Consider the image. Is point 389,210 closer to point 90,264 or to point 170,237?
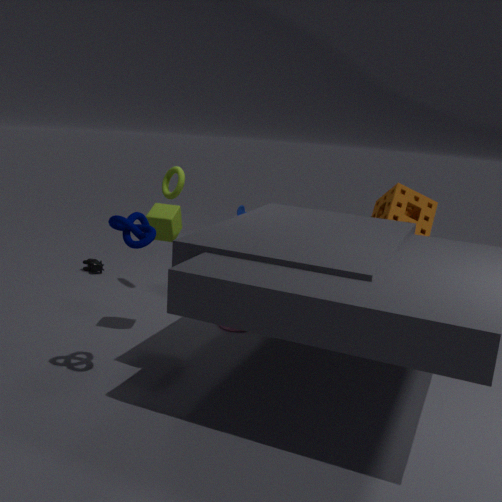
point 170,237
